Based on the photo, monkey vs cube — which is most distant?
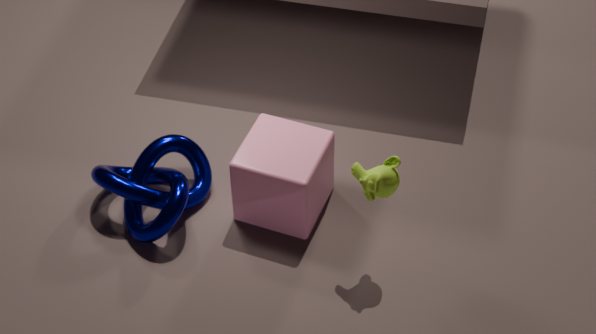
cube
